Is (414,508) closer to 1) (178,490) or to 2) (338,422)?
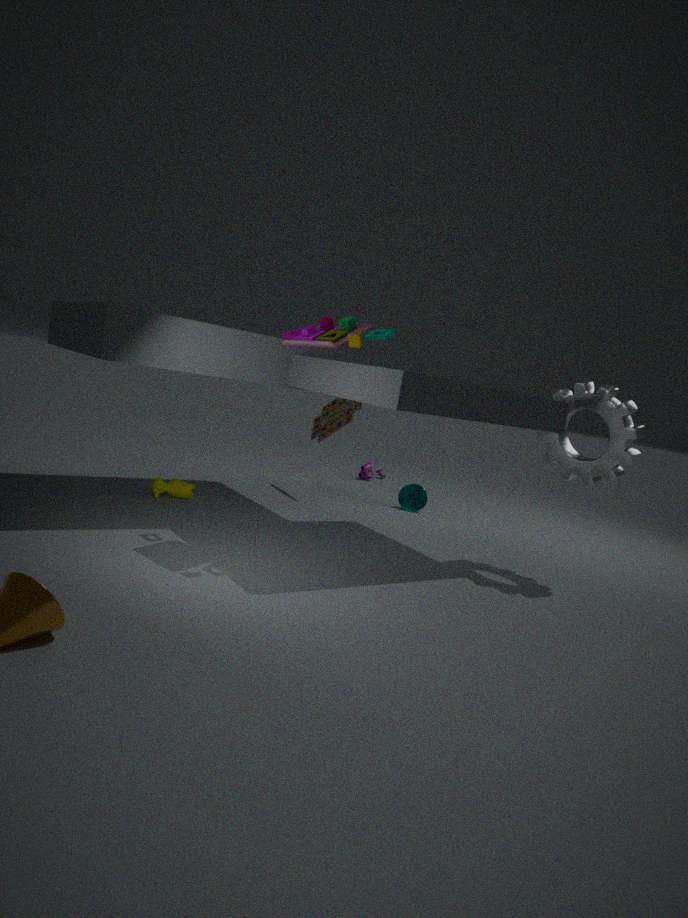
2) (338,422)
